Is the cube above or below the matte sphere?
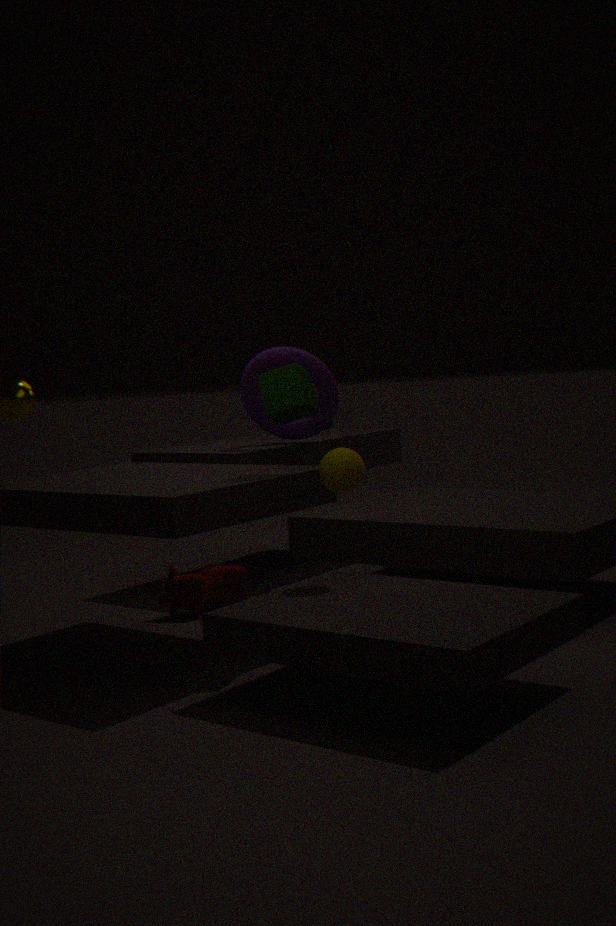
above
